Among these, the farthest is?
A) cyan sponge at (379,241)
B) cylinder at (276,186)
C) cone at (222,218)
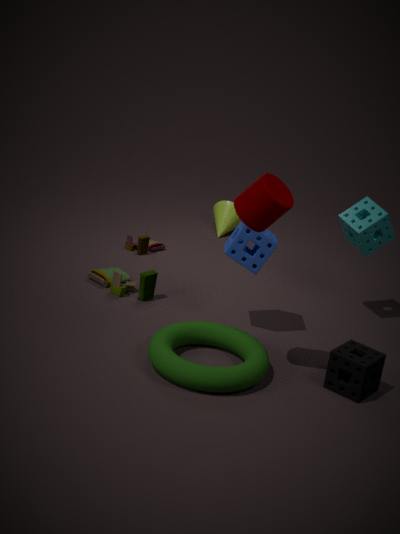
cone at (222,218)
